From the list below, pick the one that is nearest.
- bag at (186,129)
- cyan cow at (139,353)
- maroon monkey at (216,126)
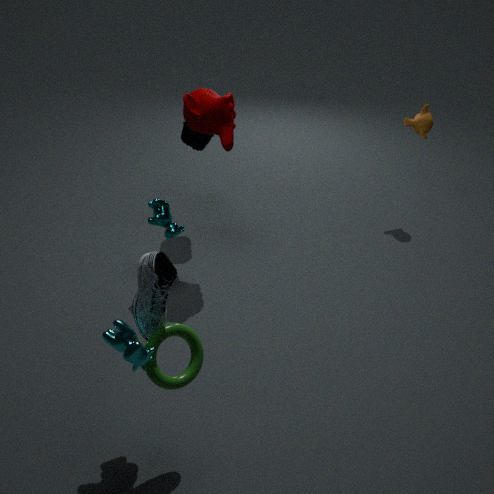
cyan cow at (139,353)
